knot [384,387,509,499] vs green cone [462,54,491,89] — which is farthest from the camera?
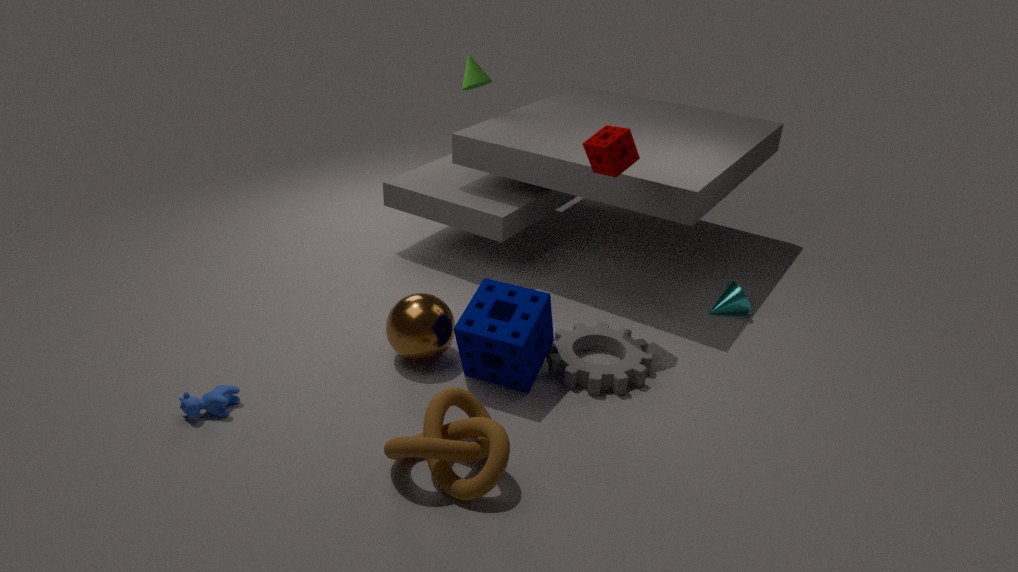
green cone [462,54,491,89]
